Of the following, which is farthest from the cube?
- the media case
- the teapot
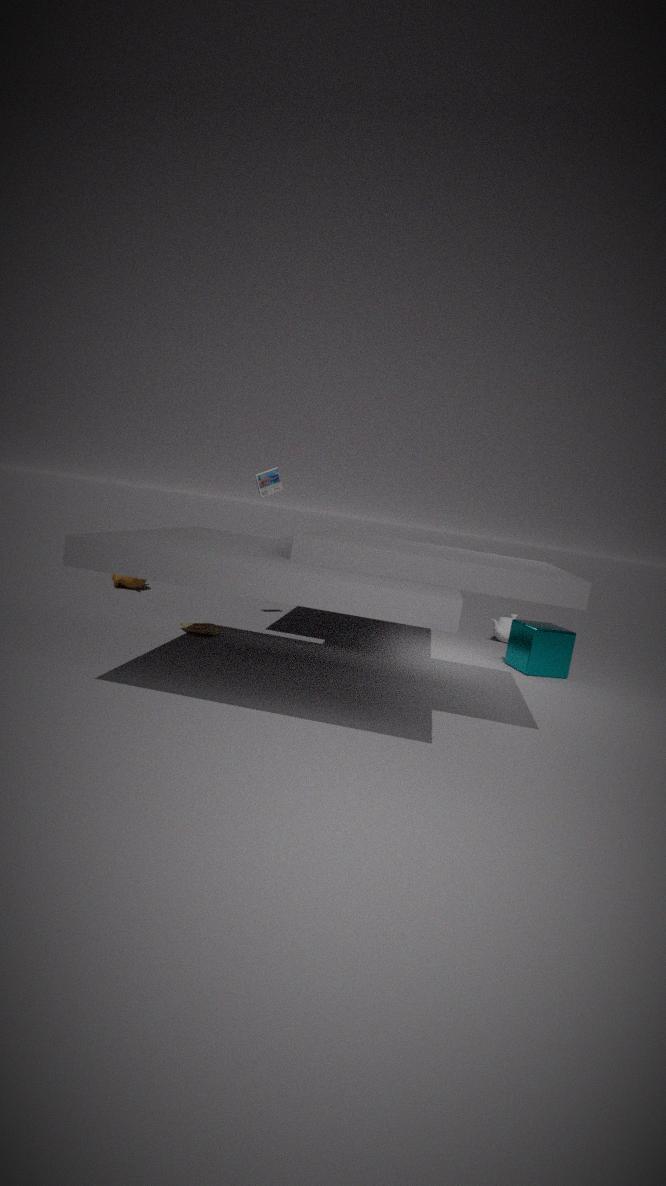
the media case
